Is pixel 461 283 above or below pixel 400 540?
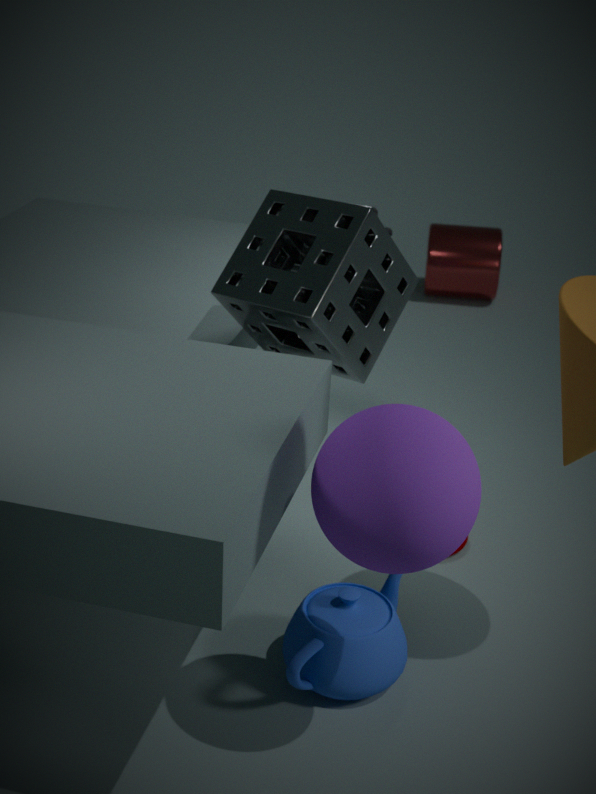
below
